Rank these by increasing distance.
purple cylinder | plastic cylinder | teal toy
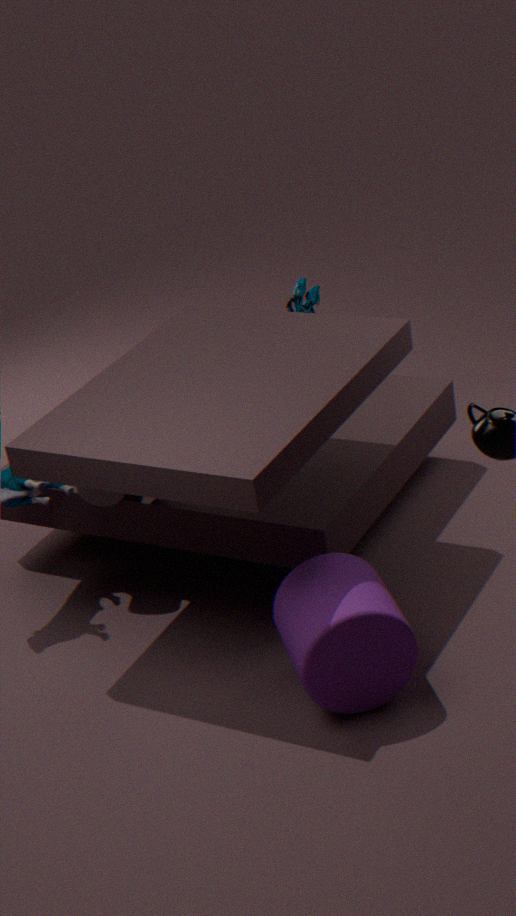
purple cylinder, plastic cylinder, teal toy
